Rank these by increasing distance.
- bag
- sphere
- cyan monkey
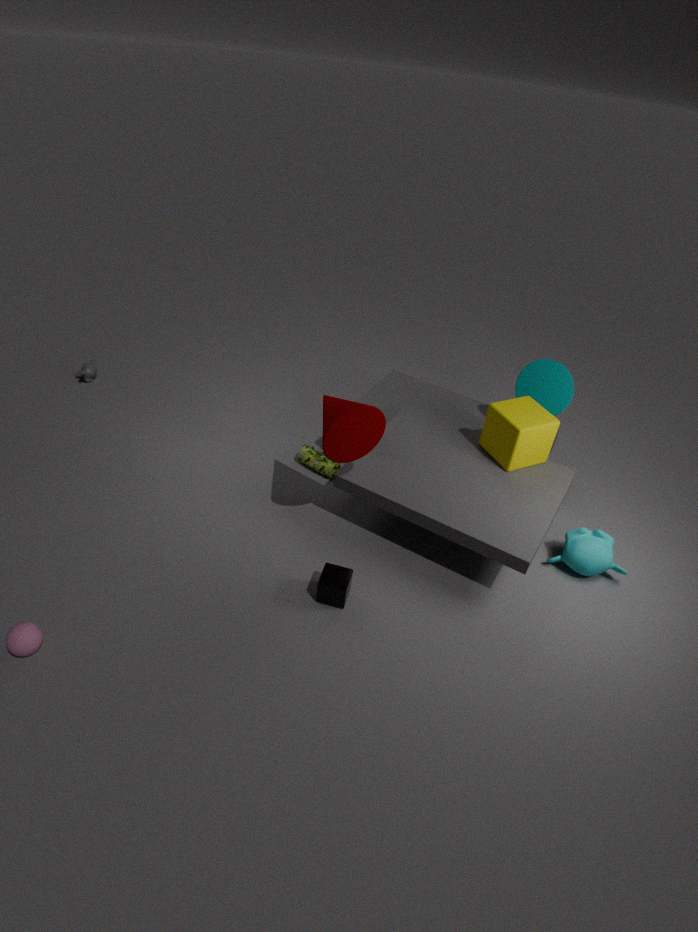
sphere → cyan monkey → bag
